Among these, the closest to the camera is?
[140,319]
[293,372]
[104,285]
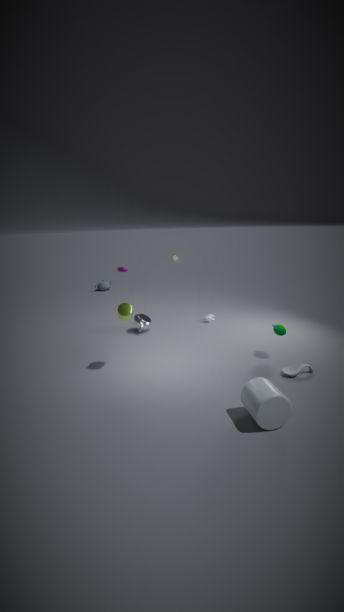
[293,372]
